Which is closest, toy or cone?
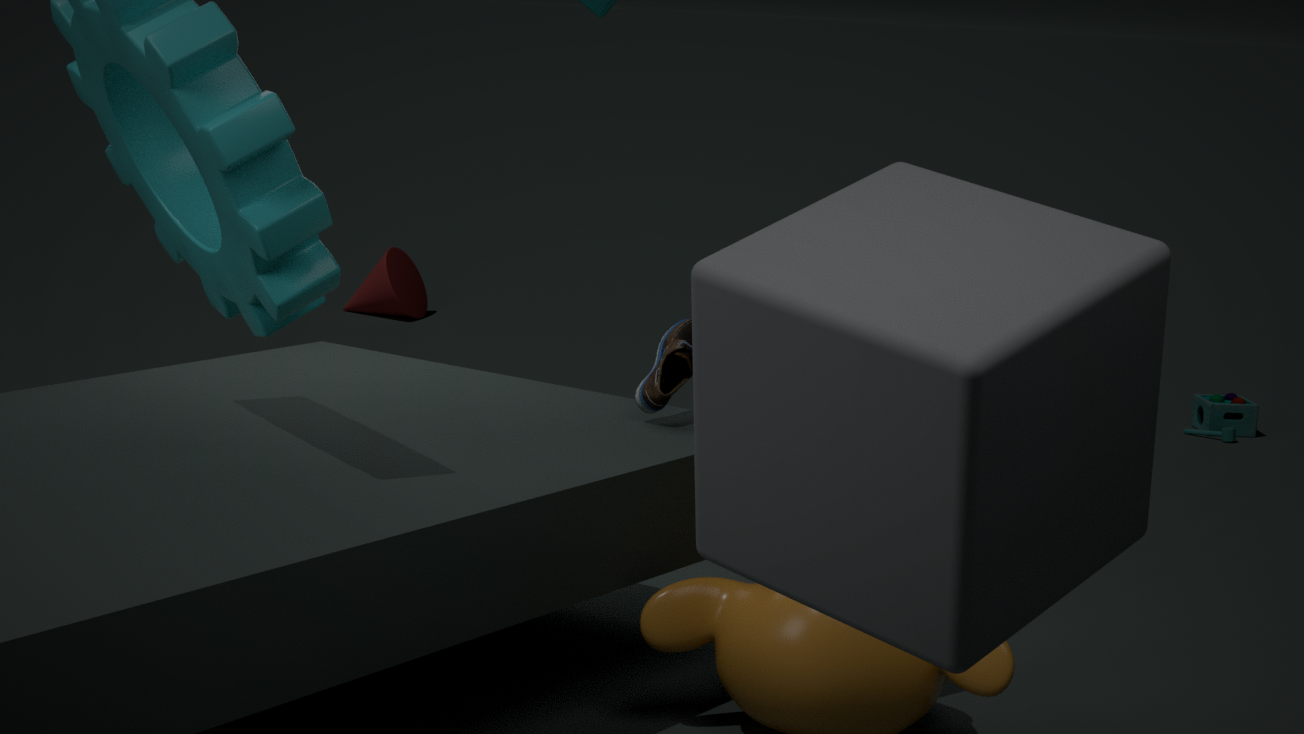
toy
